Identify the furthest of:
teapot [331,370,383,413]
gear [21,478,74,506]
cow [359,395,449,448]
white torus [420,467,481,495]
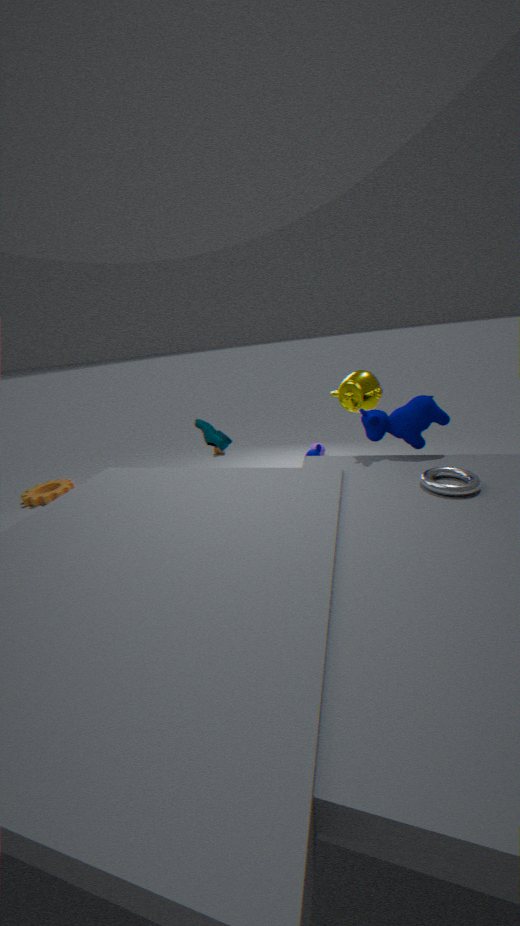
gear [21,478,74,506]
